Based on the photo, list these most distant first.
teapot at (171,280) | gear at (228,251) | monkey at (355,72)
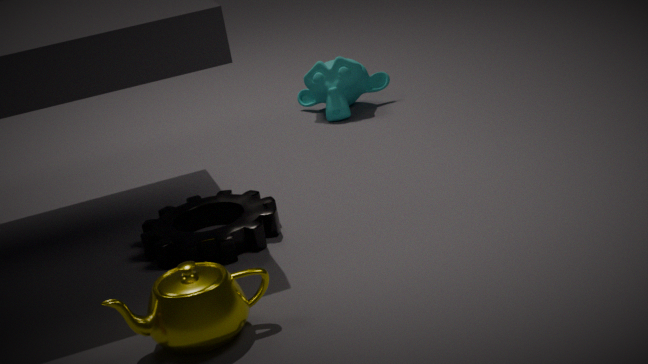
1. monkey at (355,72)
2. gear at (228,251)
3. teapot at (171,280)
